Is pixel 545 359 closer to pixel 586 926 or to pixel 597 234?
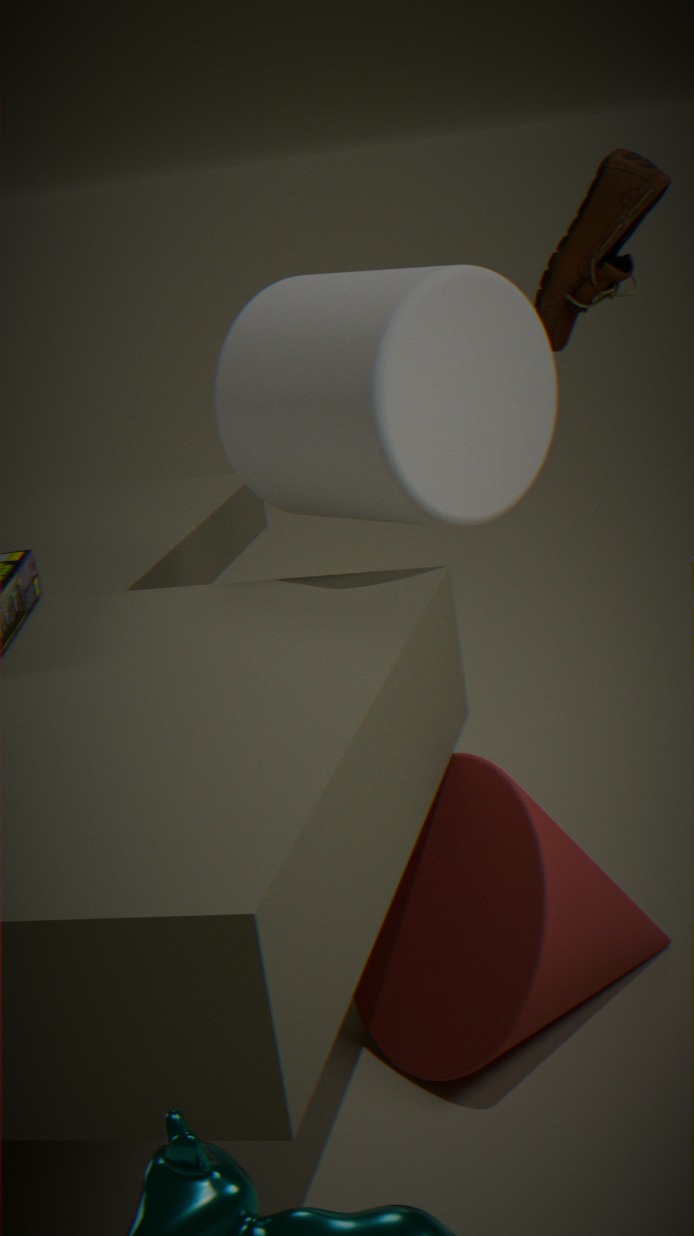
pixel 597 234
